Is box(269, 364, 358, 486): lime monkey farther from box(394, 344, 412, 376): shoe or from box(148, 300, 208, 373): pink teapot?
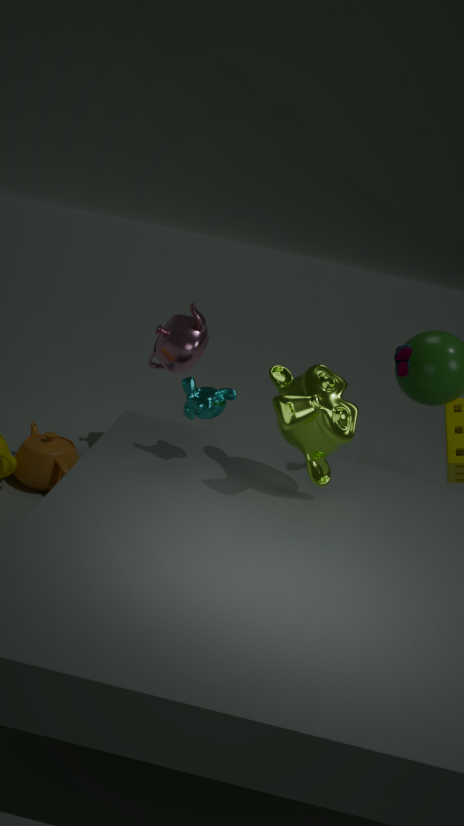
box(148, 300, 208, 373): pink teapot
